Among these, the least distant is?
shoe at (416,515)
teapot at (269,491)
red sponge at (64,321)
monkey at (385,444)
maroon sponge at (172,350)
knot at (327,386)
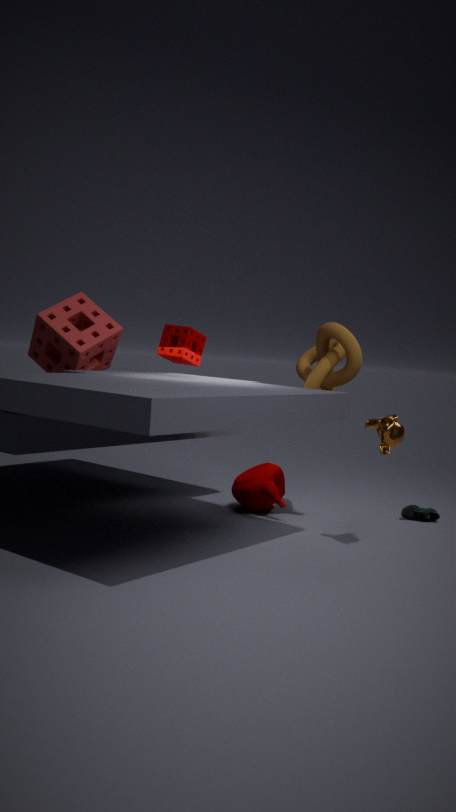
monkey at (385,444)
